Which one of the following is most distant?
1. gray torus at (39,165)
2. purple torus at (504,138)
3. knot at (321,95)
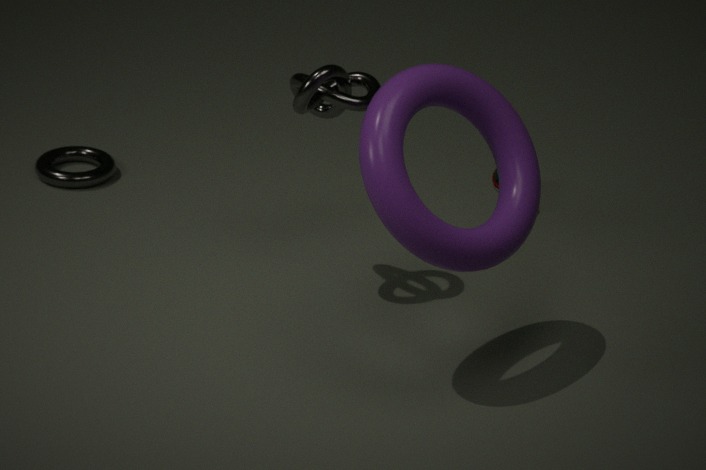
gray torus at (39,165)
